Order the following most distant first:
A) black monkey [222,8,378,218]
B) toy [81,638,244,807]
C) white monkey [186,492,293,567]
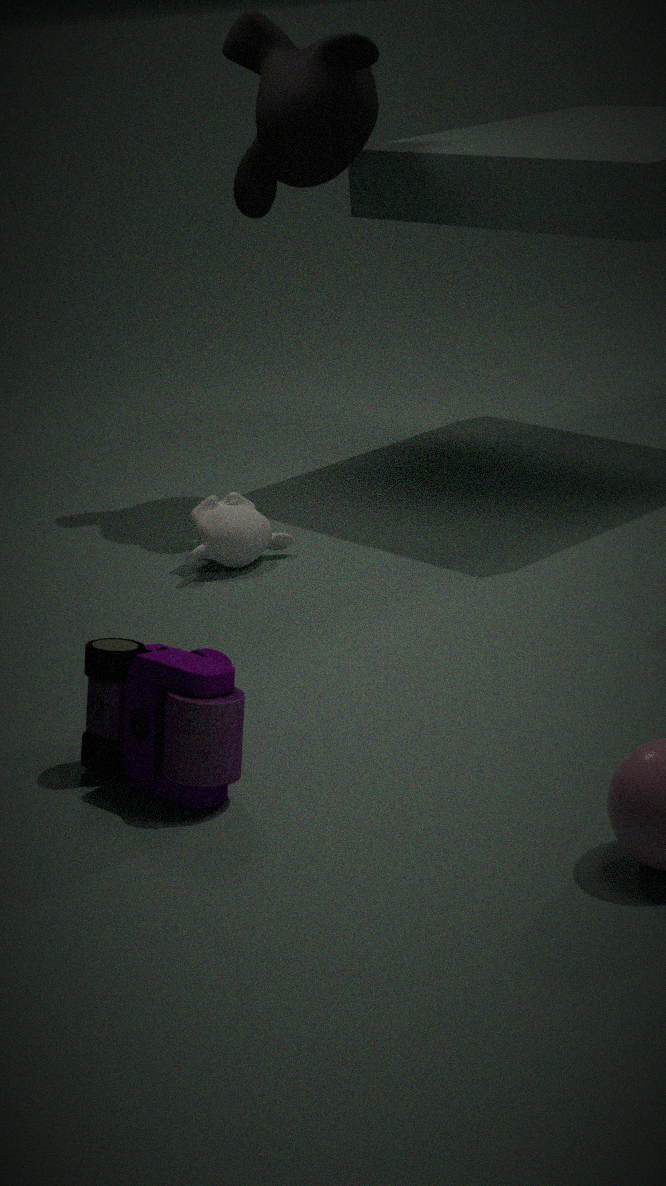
black monkey [222,8,378,218]
white monkey [186,492,293,567]
toy [81,638,244,807]
